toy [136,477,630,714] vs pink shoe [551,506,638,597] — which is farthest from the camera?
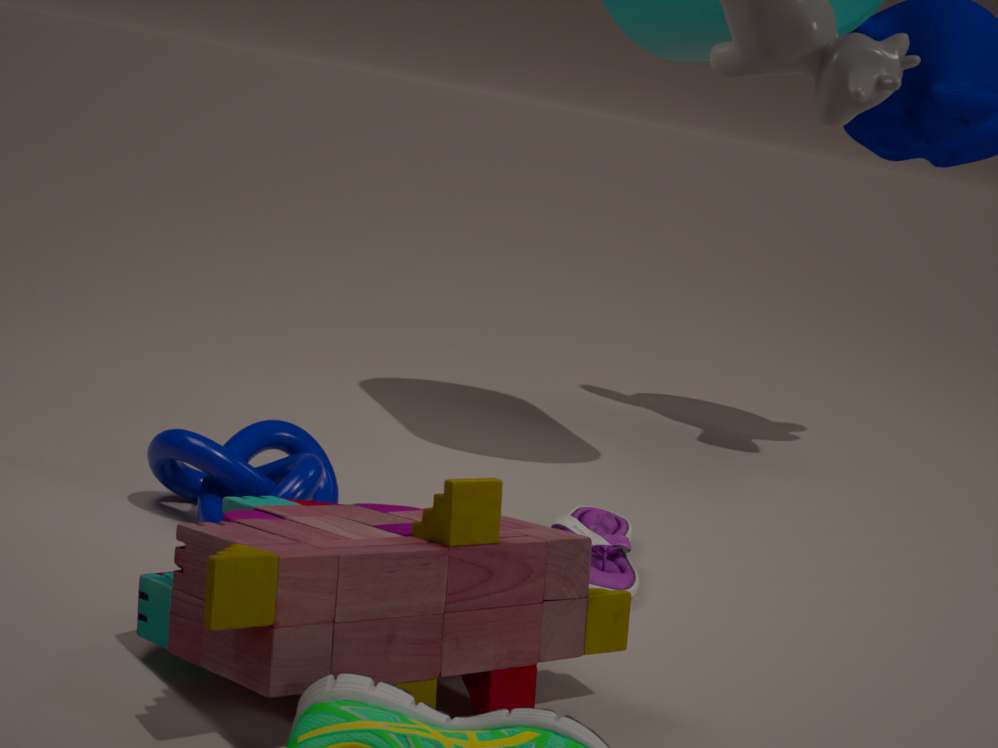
pink shoe [551,506,638,597]
